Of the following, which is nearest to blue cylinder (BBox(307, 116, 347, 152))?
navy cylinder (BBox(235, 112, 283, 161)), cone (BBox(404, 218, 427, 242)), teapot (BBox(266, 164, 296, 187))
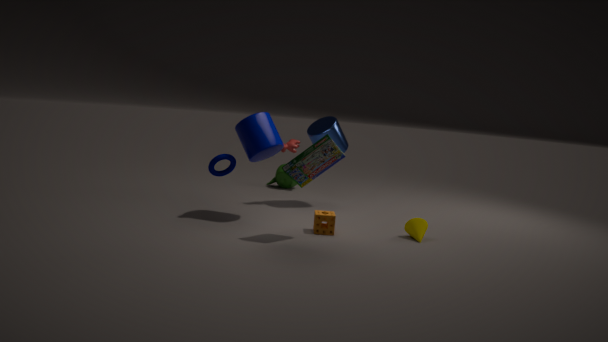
navy cylinder (BBox(235, 112, 283, 161))
